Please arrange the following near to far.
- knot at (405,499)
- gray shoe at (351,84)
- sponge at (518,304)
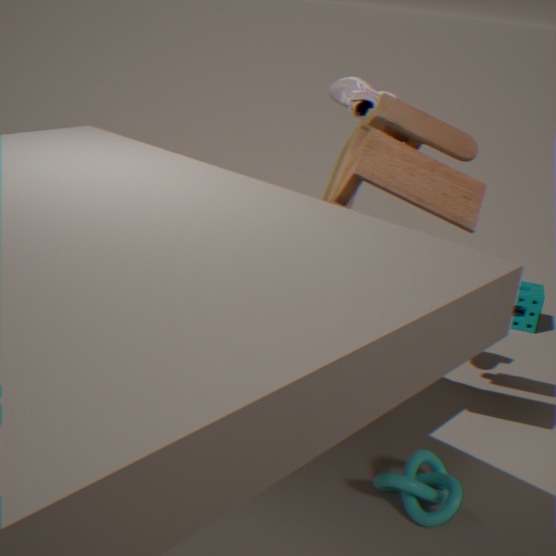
knot at (405,499) < gray shoe at (351,84) < sponge at (518,304)
